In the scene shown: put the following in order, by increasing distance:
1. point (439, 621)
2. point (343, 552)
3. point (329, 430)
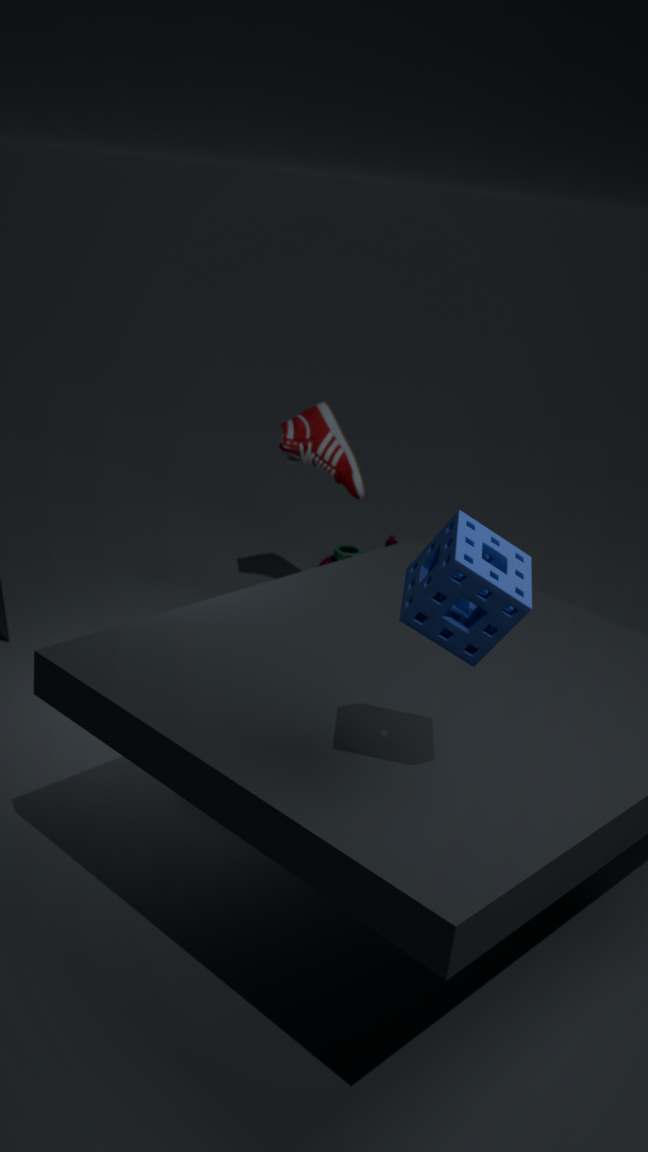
point (439, 621), point (329, 430), point (343, 552)
